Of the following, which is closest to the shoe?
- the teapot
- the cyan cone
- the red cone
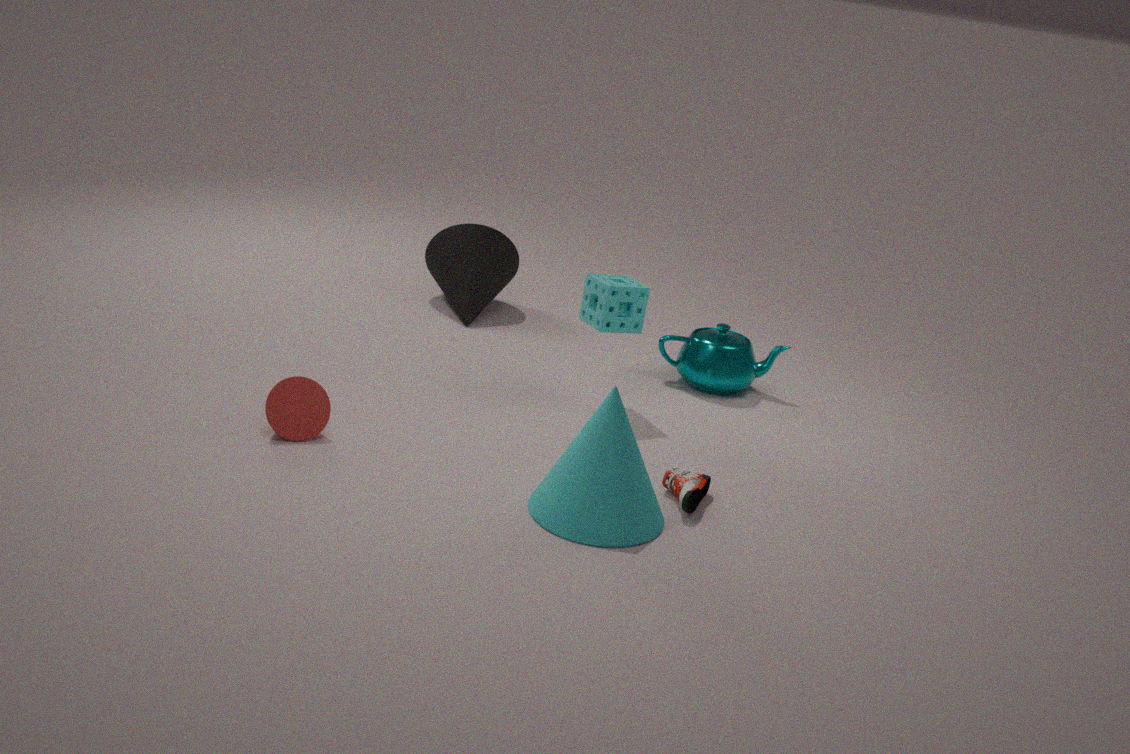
the cyan cone
